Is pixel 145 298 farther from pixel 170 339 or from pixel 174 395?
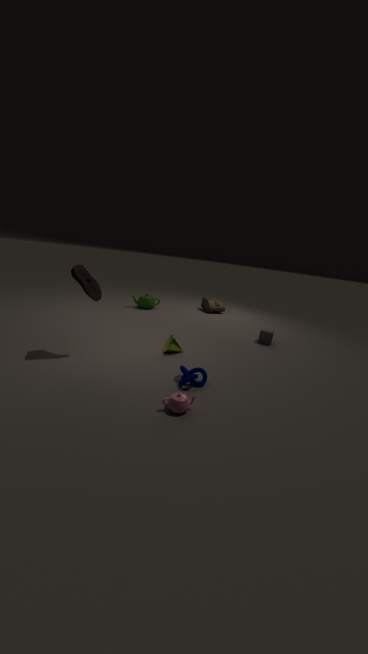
pixel 174 395
